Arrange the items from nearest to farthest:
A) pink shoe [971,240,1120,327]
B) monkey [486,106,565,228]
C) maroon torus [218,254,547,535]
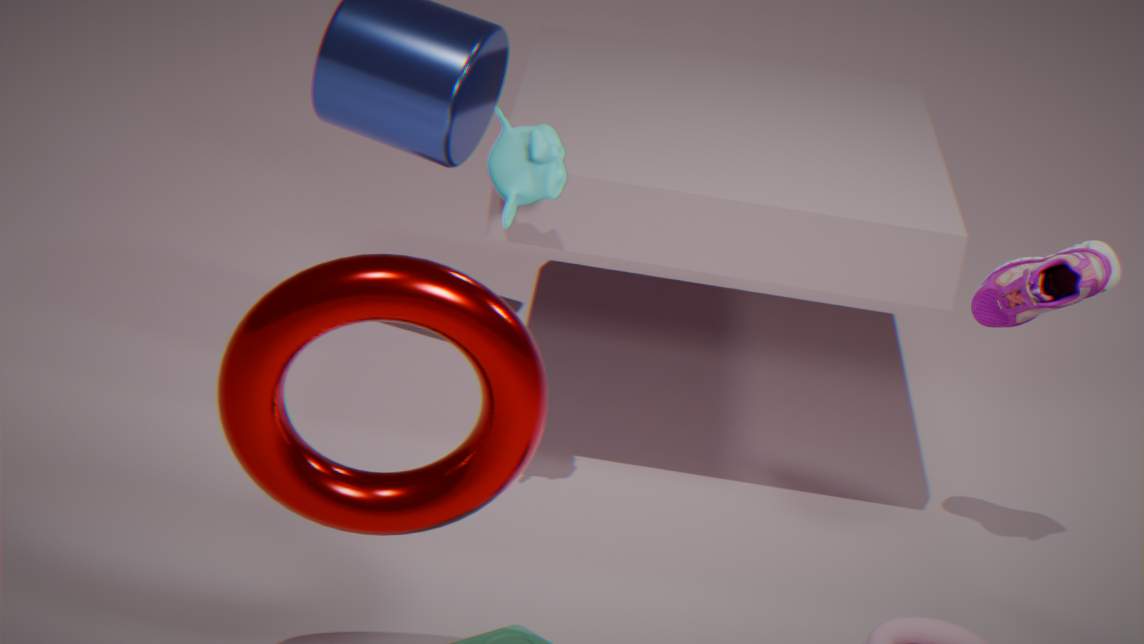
maroon torus [218,254,547,535] → monkey [486,106,565,228] → pink shoe [971,240,1120,327]
